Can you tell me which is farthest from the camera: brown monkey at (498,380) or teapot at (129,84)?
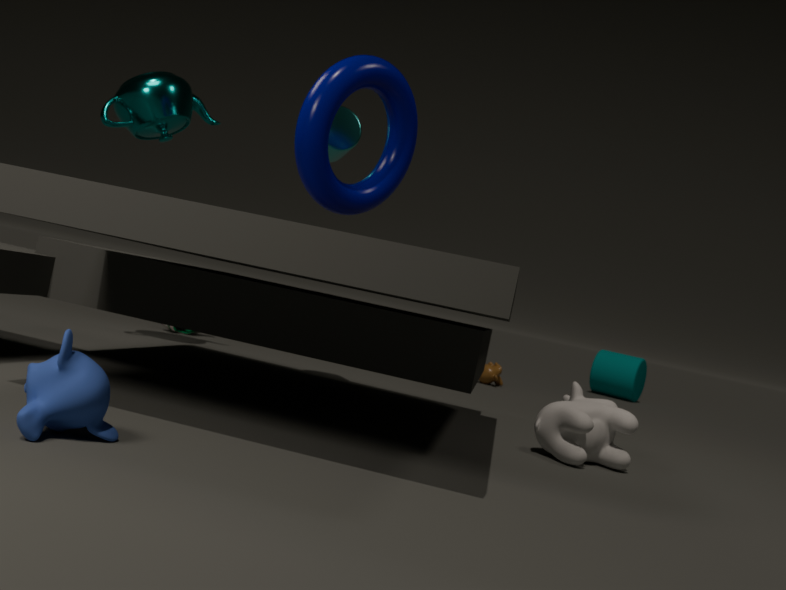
brown monkey at (498,380)
